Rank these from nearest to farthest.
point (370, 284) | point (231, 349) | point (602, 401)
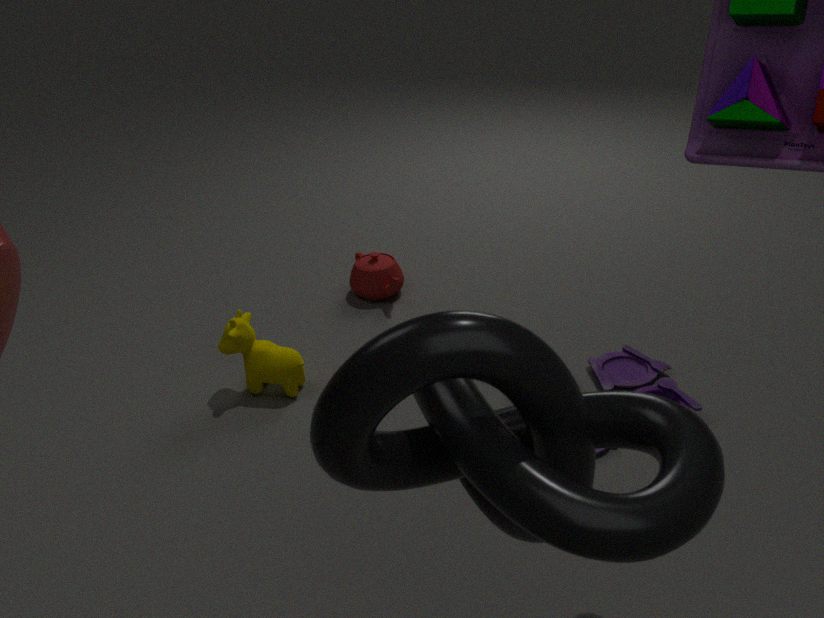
point (602, 401)
point (231, 349)
point (370, 284)
